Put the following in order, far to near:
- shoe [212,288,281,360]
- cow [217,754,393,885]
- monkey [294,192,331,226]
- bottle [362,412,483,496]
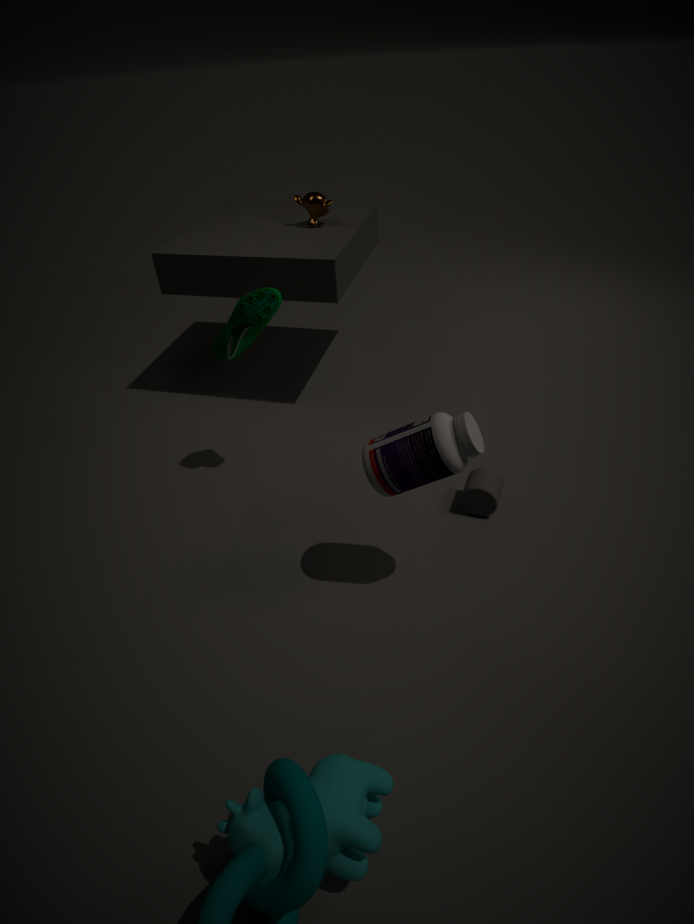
monkey [294,192,331,226] < shoe [212,288,281,360] < bottle [362,412,483,496] < cow [217,754,393,885]
